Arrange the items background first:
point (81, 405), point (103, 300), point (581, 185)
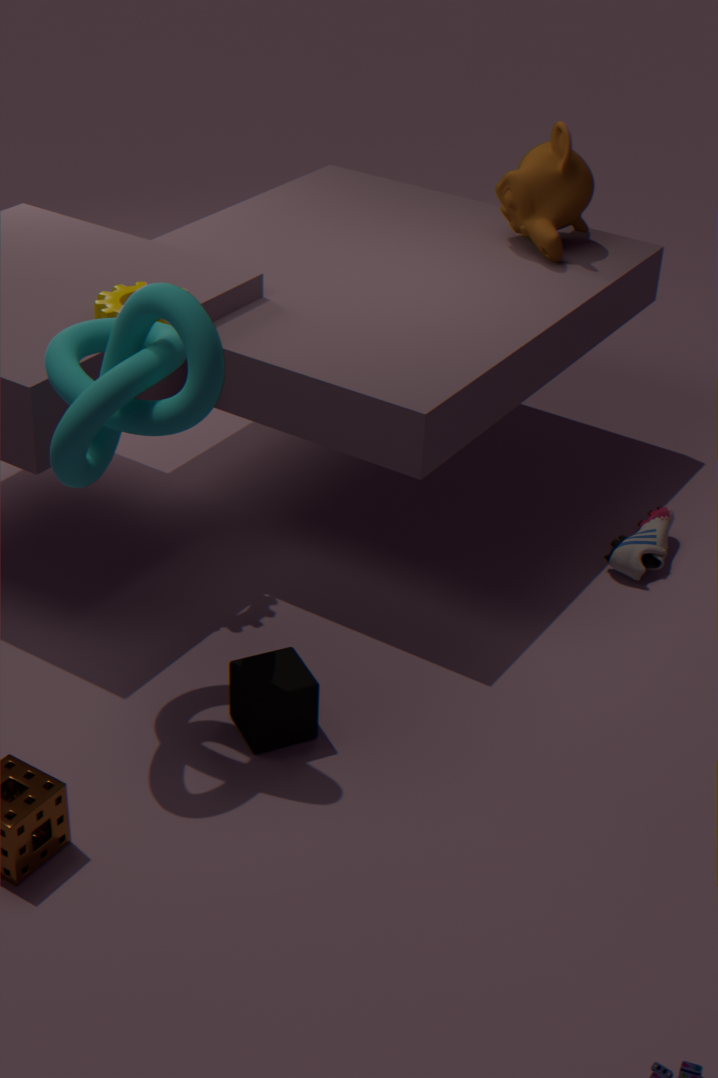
point (581, 185) → point (103, 300) → point (81, 405)
